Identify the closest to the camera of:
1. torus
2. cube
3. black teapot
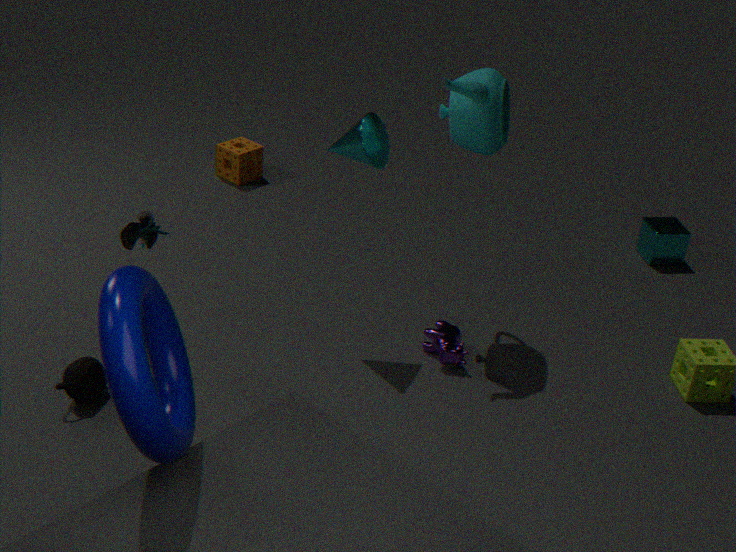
torus
